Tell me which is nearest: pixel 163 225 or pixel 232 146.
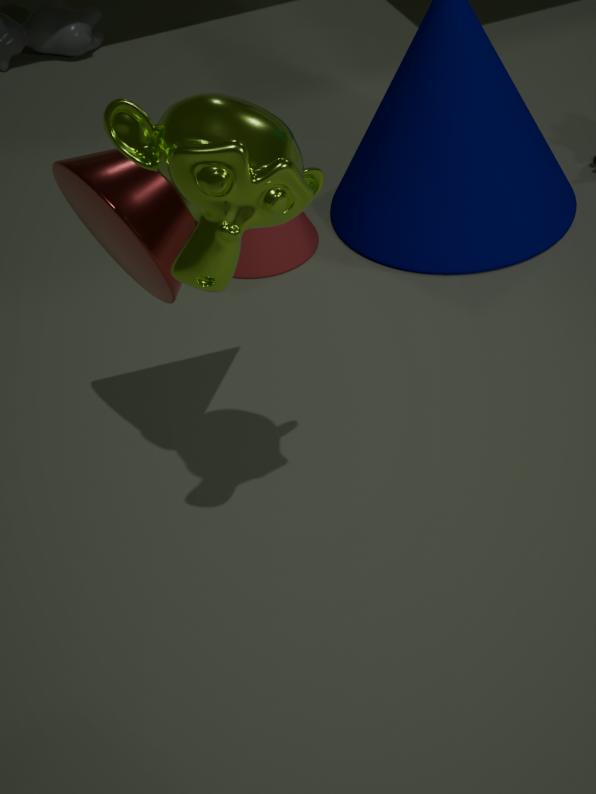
pixel 232 146
